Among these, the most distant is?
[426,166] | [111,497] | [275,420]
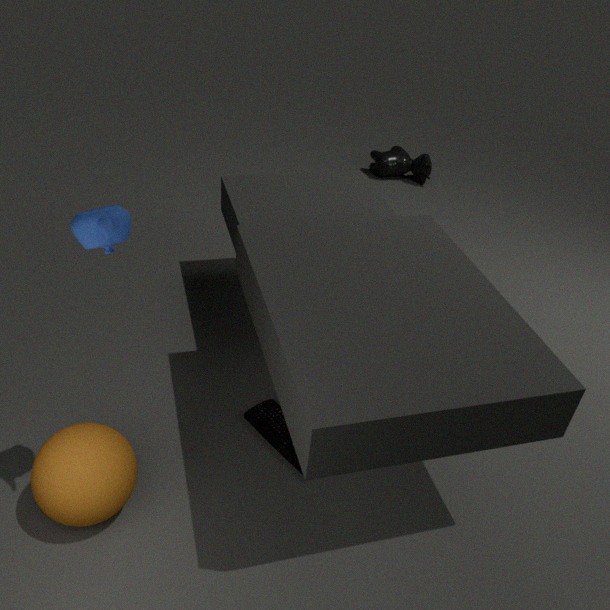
[426,166]
